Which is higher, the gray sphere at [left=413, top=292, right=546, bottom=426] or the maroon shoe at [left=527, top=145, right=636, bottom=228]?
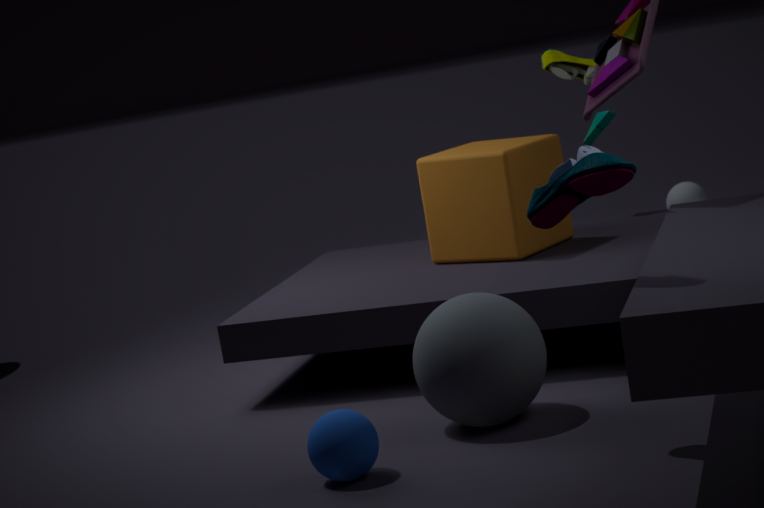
the maroon shoe at [left=527, top=145, right=636, bottom=228]
